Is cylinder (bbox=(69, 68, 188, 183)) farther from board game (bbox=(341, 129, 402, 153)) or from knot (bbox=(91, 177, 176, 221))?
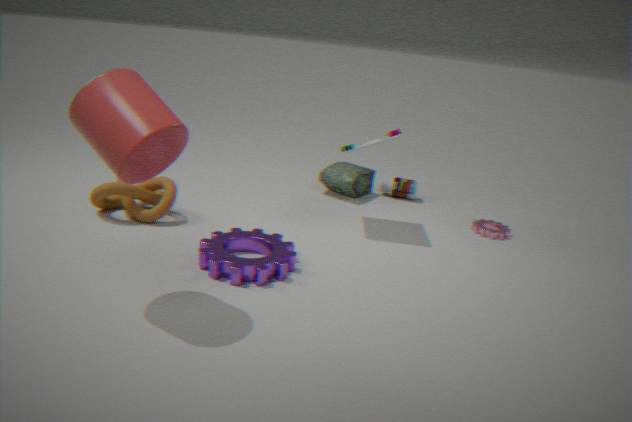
board game (bbox=(341, 129, 402, 153))
